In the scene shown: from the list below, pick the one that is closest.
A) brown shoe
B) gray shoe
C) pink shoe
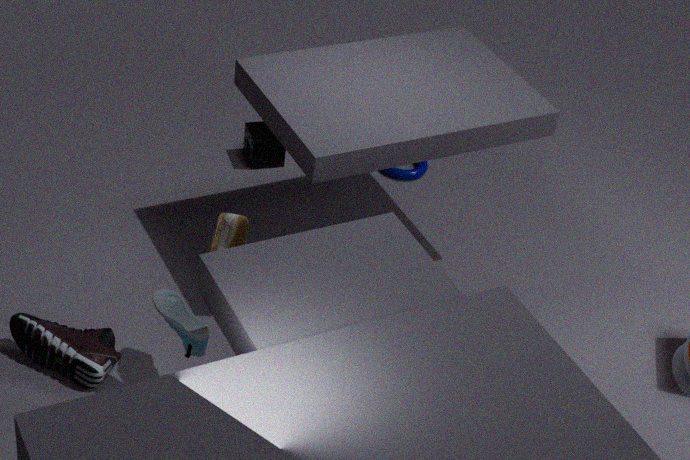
gray shoe
